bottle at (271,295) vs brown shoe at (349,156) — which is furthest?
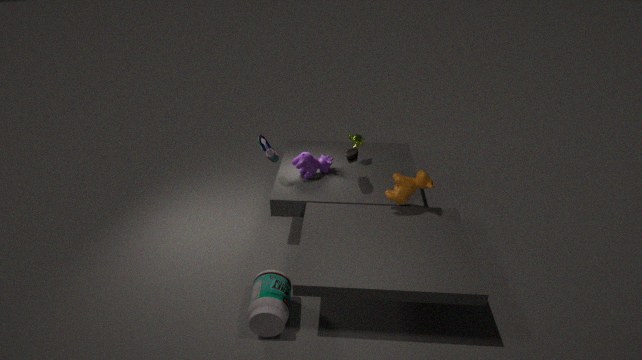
brown shoe at (349,156)
